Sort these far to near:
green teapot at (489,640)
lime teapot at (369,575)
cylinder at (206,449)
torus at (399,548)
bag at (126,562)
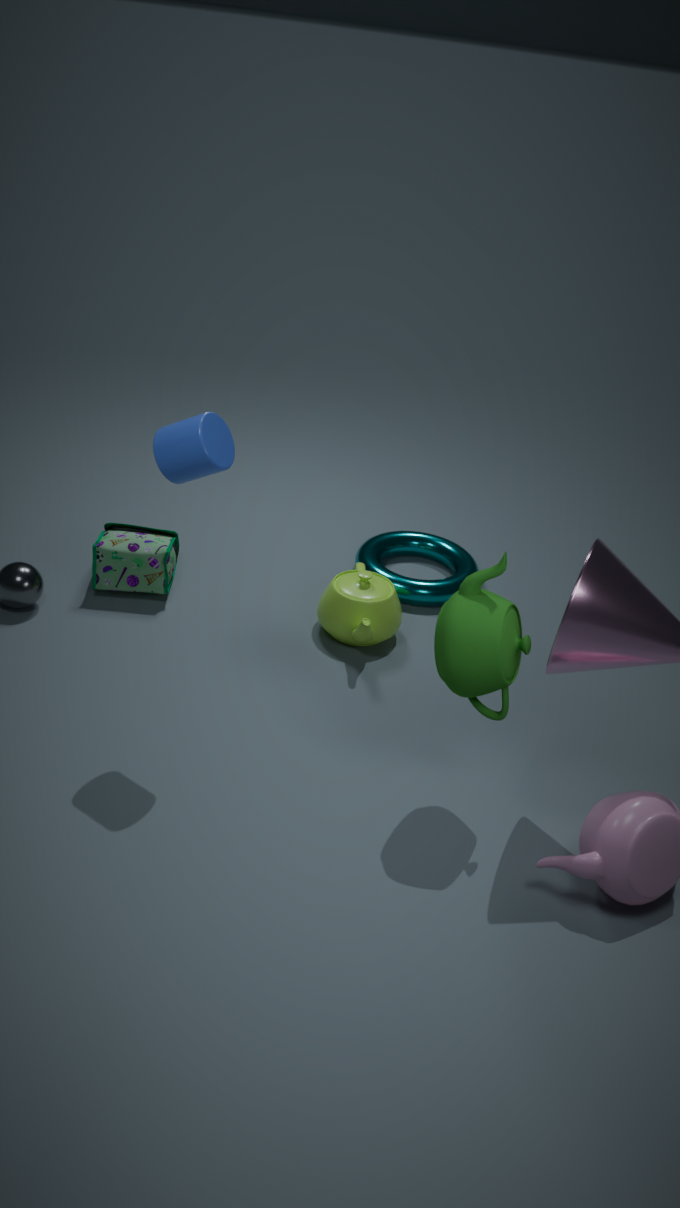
torus at (399,548)
bag at (126,562)
lime teapot at (369,575)
cylinder at (206,449)
green teapot at (489,640)
